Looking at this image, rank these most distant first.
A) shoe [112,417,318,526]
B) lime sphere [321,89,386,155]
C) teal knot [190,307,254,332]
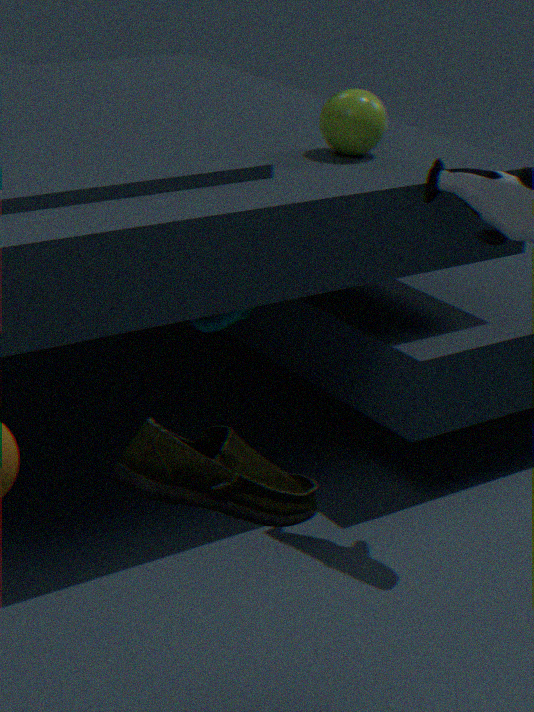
teal knot [190,307,254,332] → lime sphere [321,89,386,155] → shoe [112,417,318,526]
